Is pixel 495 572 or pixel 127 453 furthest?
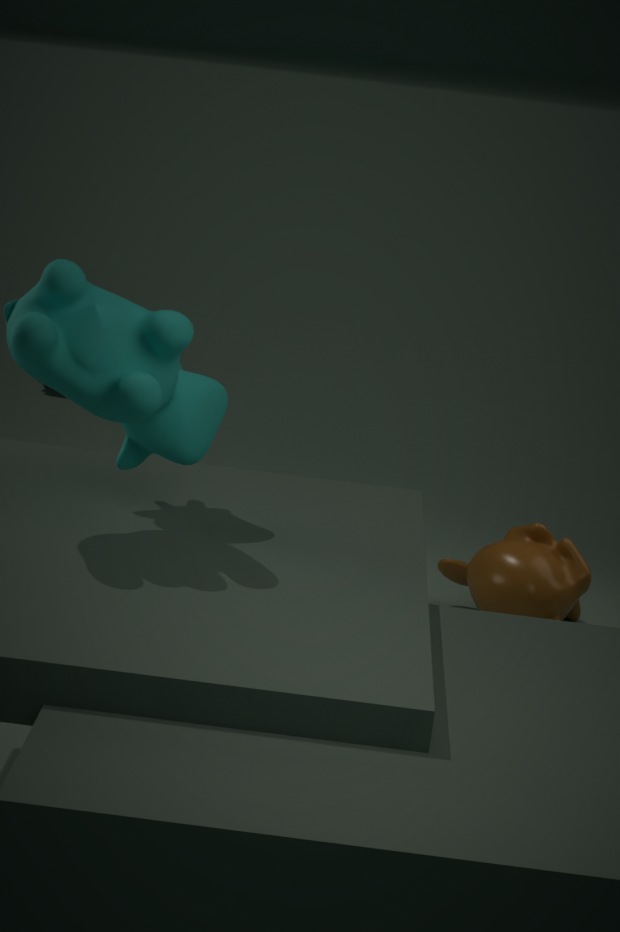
pixel 495 572
